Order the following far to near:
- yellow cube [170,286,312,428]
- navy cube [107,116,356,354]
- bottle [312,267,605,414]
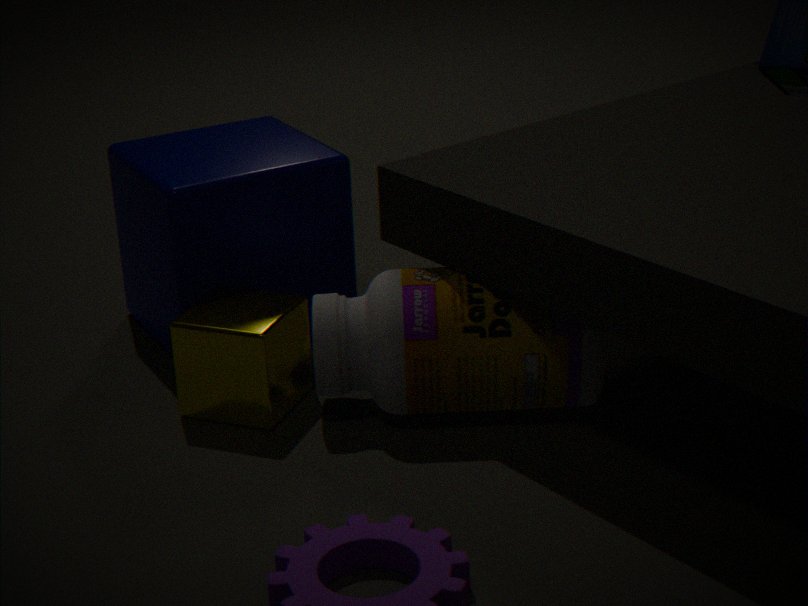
navy cube [107,116,356,354] < yellow cube [170,286,312,428] < bottle [312,267,605,414]
